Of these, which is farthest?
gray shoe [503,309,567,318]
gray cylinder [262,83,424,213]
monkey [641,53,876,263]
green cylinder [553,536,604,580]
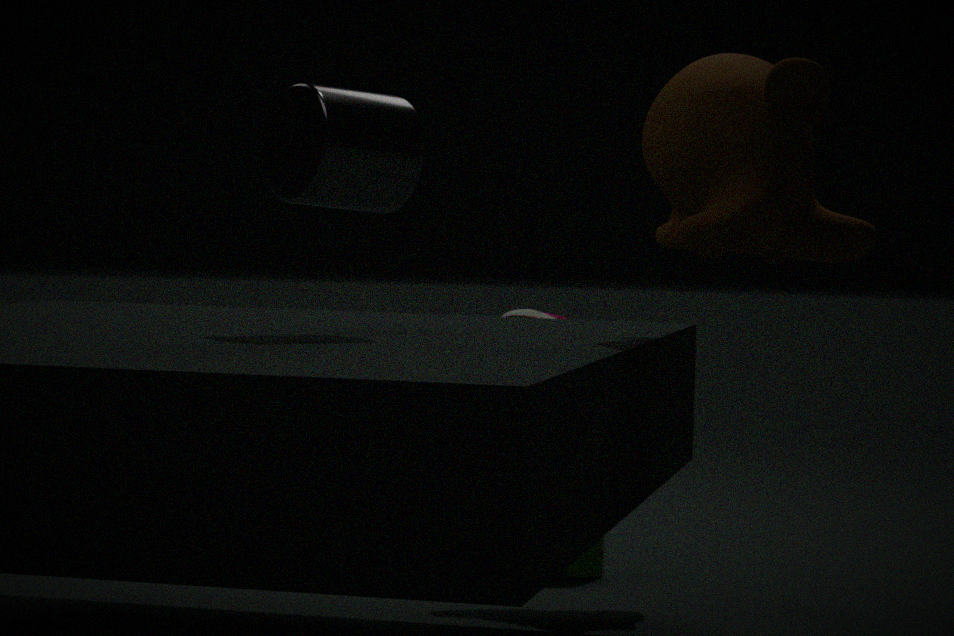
green cylinder [553,536,604,580]
